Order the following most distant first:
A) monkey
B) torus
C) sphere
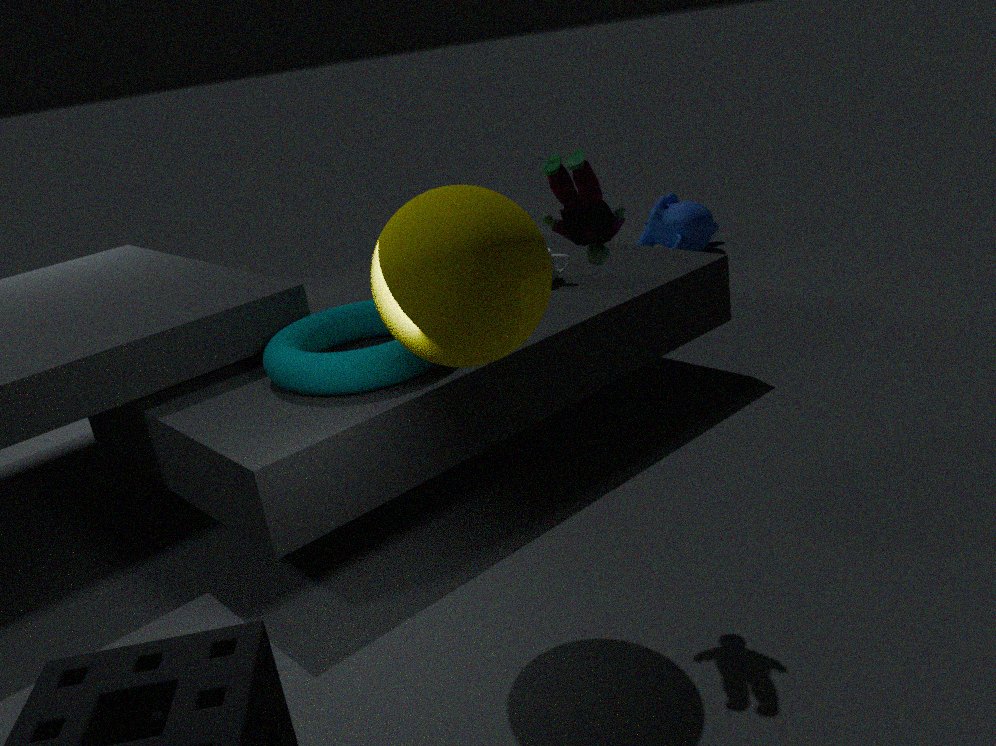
monkey
torus
sphere
